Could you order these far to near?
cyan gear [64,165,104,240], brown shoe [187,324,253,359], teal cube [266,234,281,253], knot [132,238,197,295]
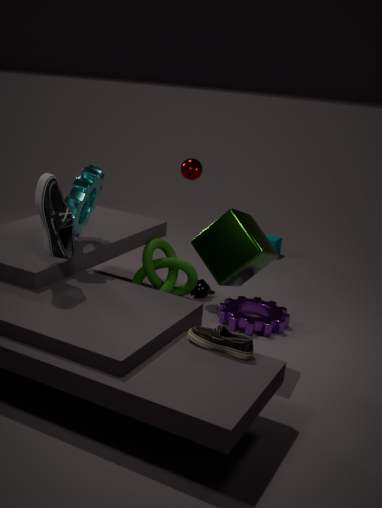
teal cube [266,234,281,253]
knot [132,238,197,295]
cyan gear [64,165,104,240]
brown shoe [187,324,253,359]
